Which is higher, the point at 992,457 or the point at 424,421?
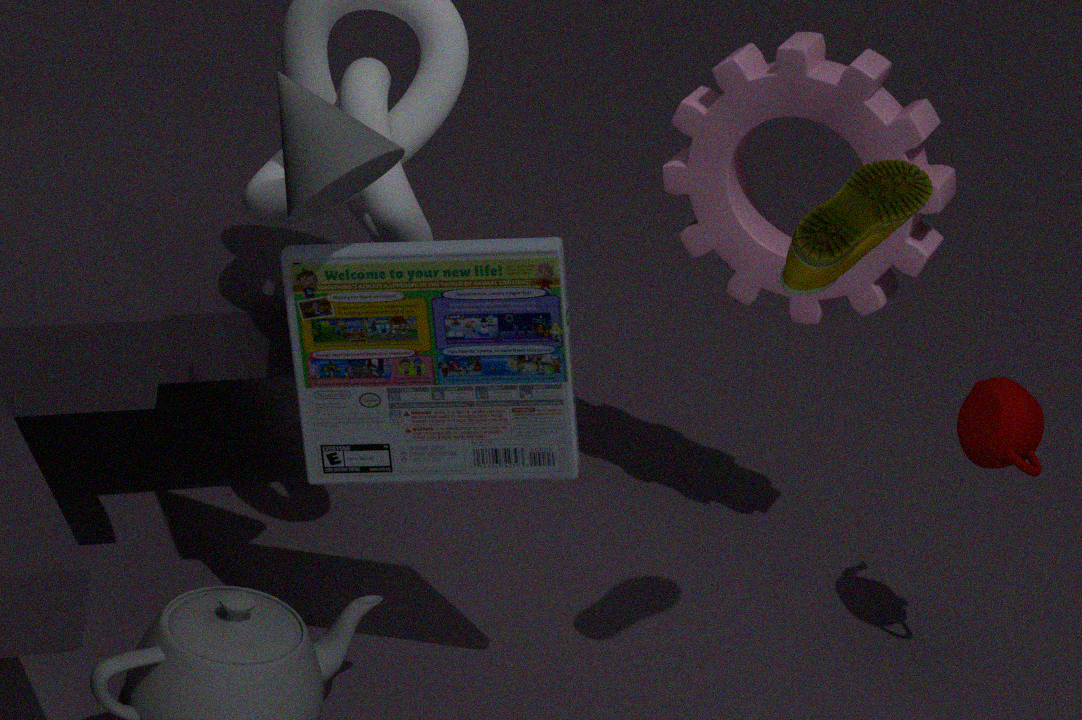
the point at 424,421
